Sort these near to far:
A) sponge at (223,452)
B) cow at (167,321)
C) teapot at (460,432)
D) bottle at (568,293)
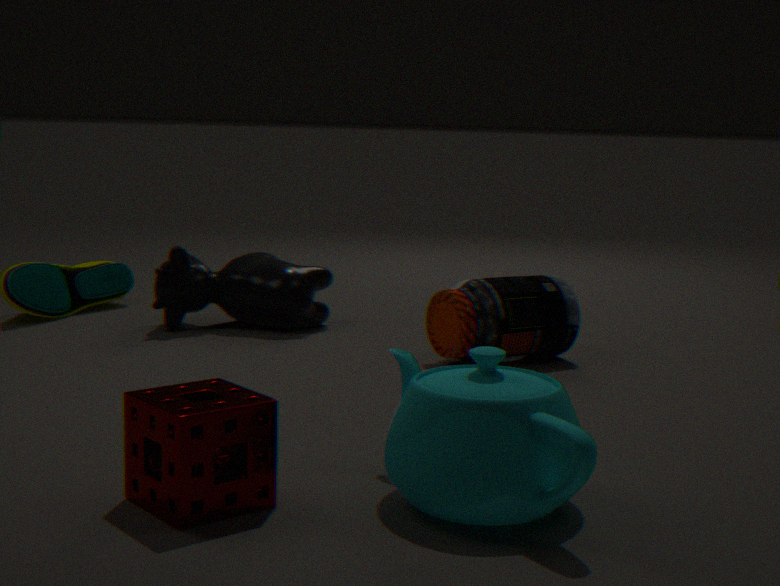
1. teapot at (460,432)
2. sponge at (223,452)
3. bottle at (568,293)
4. cow at (167,321)
